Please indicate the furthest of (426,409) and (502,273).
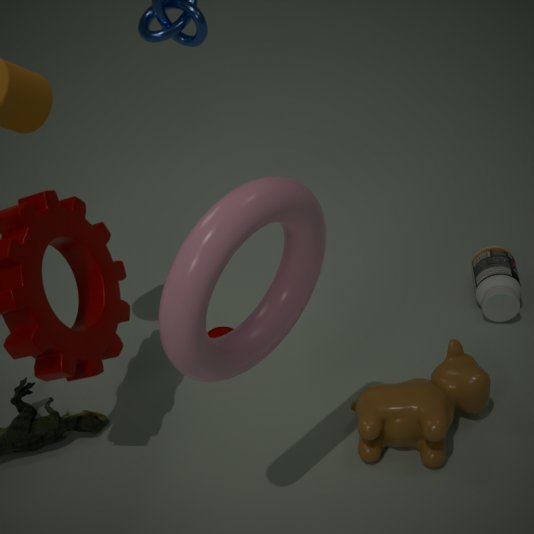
(502,273)
